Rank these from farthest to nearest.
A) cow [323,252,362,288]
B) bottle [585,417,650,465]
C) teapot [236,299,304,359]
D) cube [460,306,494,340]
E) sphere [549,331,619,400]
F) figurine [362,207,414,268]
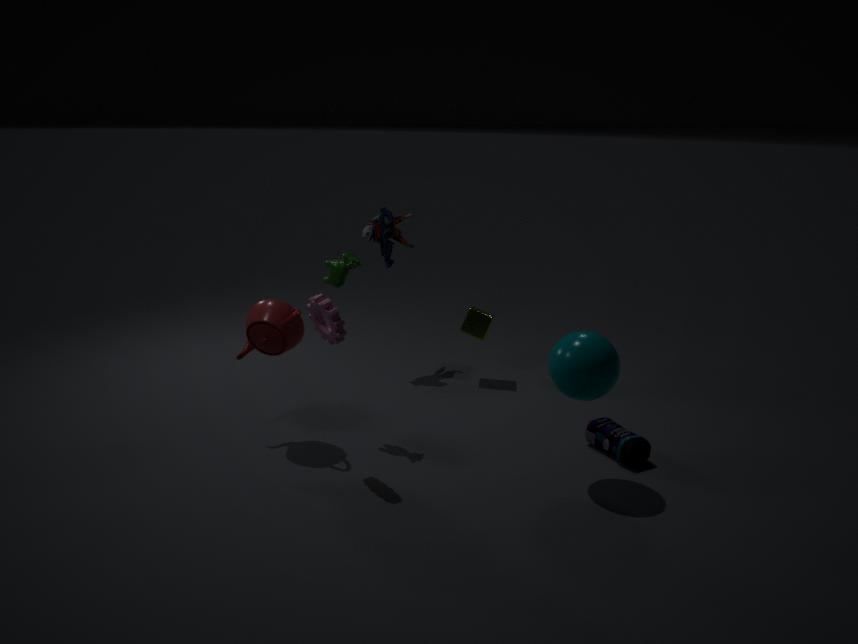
figurine [362,207,414,268], cube [460,306,494,340], cow [323,252,362,288], bottle [585,417,650,465], teapot [236,299,304,359], sphere [549,331,619,400]
